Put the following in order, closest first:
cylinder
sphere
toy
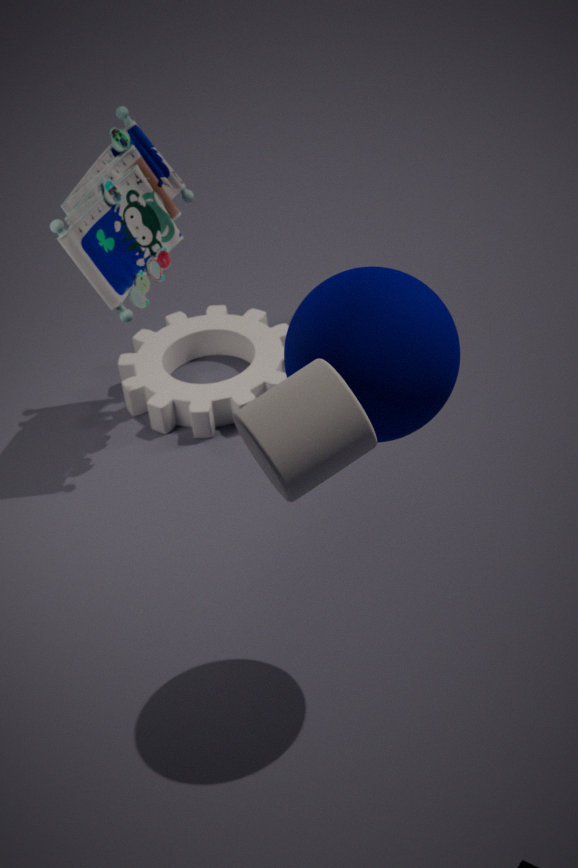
cylinder
sphere
toy
